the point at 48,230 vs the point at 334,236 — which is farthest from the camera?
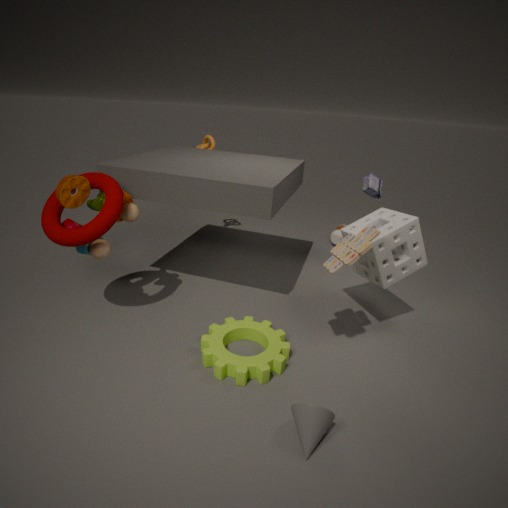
the point at 334,236
